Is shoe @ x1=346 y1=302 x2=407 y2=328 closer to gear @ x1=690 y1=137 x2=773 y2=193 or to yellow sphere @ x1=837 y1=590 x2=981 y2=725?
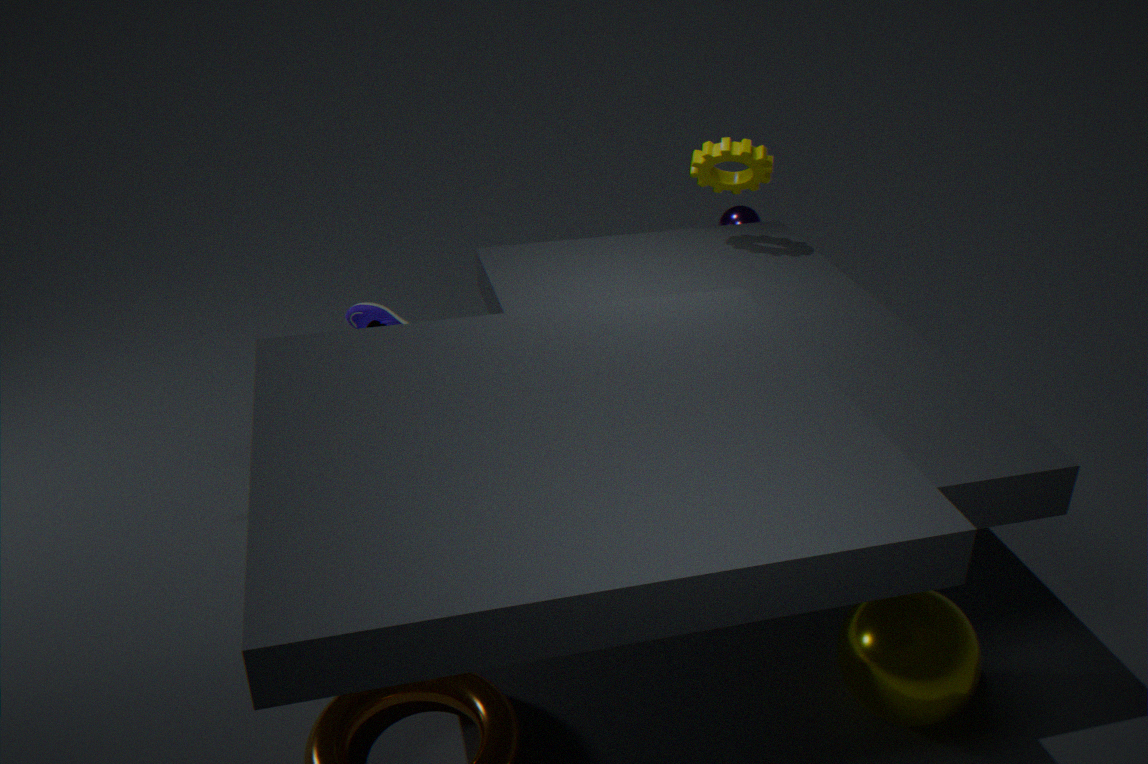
gear @ x1=690 y1=137 x2=773 y2=193
